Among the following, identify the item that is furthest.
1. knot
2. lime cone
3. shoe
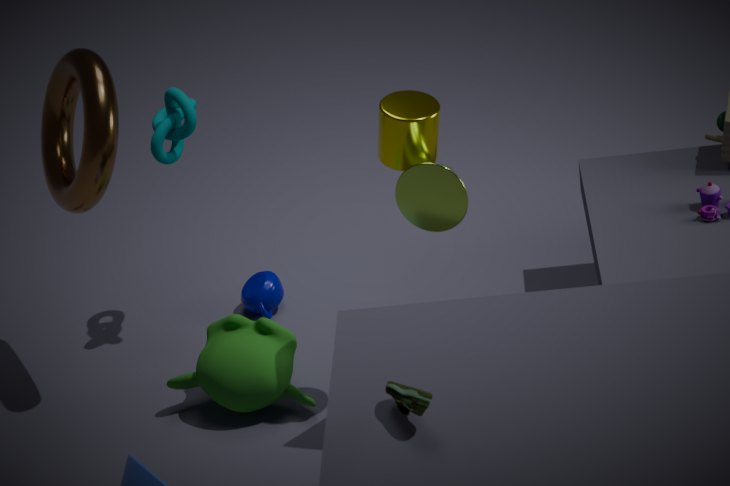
knot
